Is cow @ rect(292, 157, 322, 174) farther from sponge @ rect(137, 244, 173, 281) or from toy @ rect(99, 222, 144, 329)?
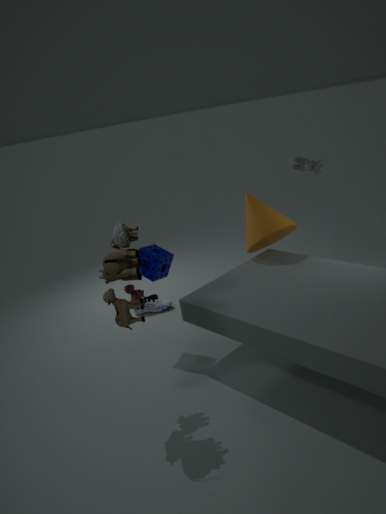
toy @ rect(99, 222, 144, 329)
